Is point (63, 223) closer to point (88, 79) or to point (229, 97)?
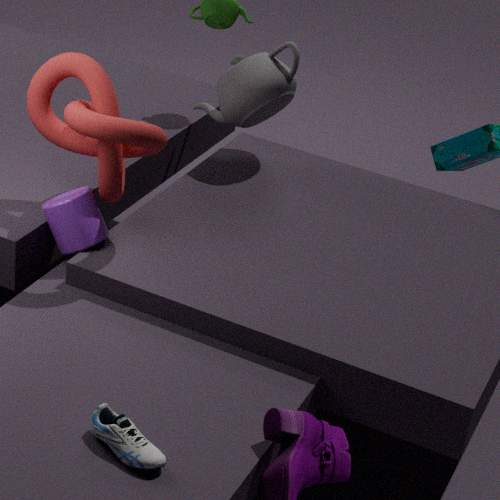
point (88, 79)
